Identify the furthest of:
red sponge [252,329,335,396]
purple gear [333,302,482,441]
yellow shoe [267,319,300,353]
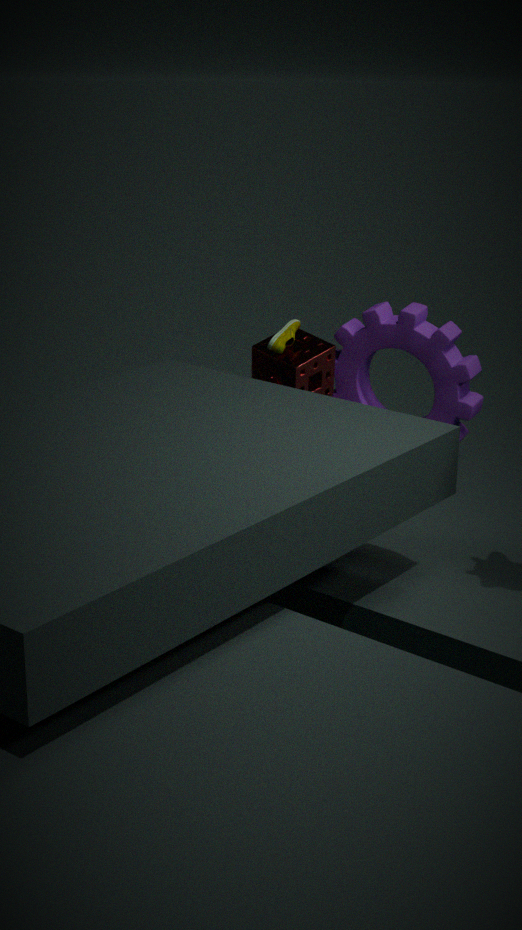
purple gear [333,302,482,441]
